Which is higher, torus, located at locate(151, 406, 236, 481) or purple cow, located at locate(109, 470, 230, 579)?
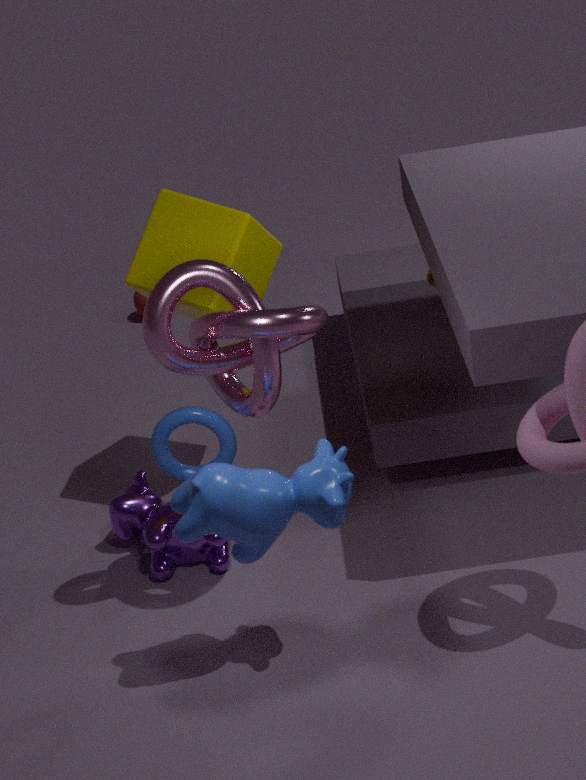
torus, located at locate(151, 406, 236, 481)
